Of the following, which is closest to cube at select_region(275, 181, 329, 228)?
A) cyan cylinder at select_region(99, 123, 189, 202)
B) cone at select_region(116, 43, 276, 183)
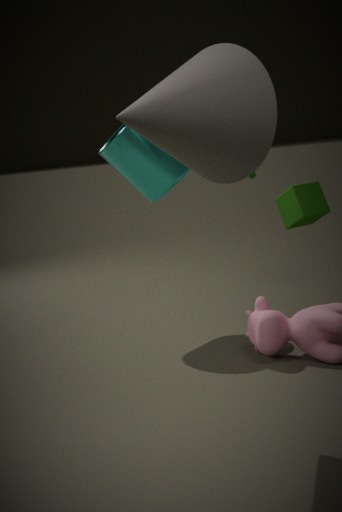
cyan cylinder at select_region(99, 123, 189, 202)
